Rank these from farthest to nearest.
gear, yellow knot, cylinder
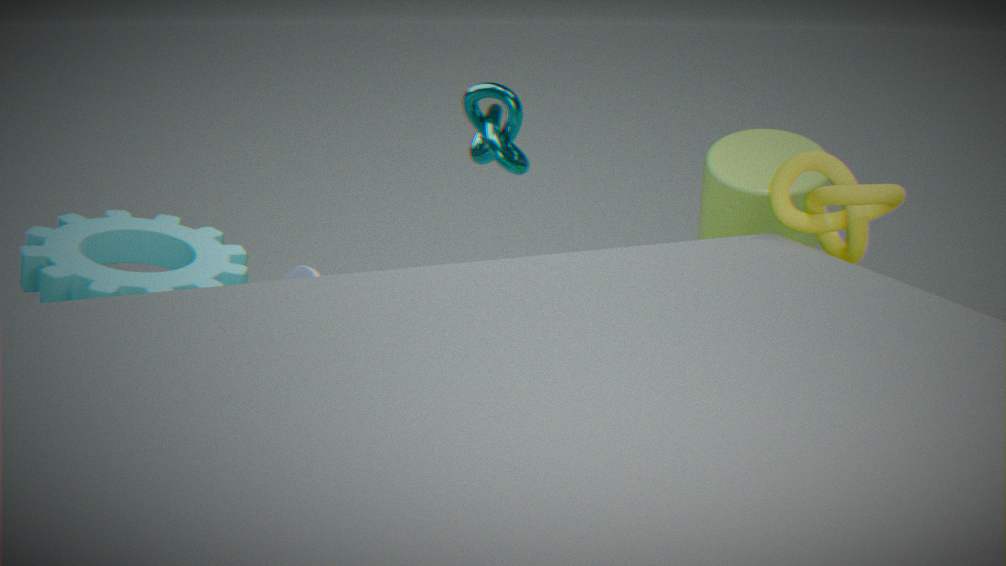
1. cylinder
2. gear
3. yellow knot
